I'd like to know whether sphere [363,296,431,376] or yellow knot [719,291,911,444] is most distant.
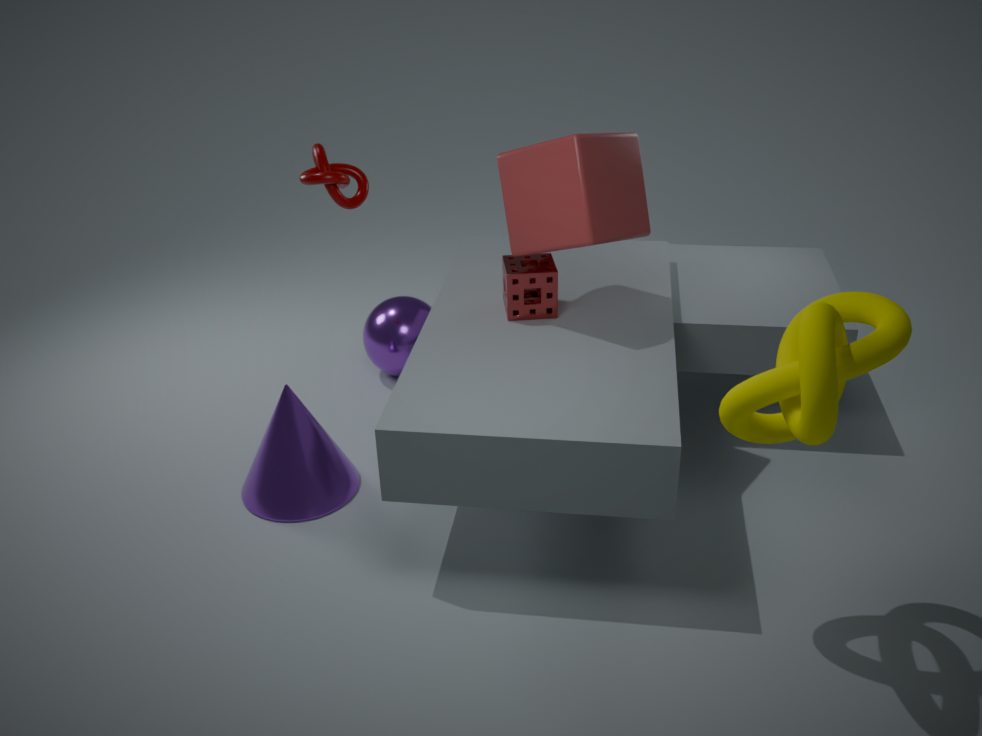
sphere [363,296,431,376]
